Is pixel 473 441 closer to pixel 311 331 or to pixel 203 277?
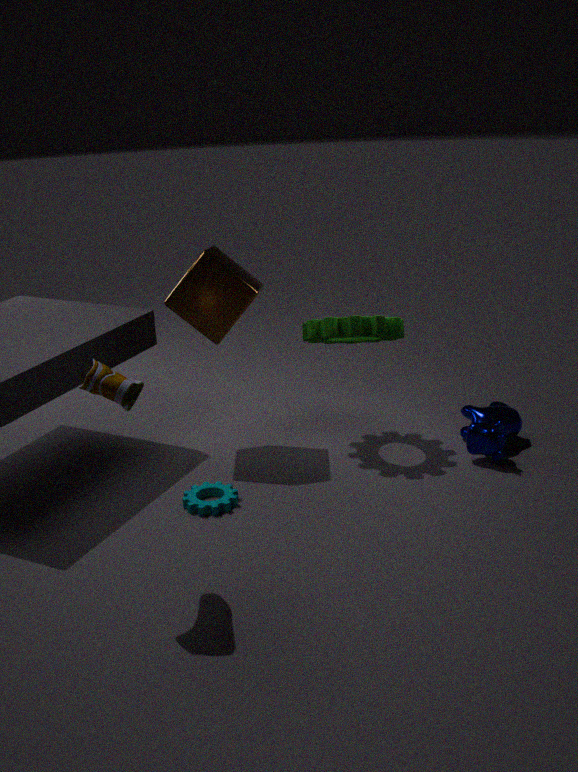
pixel 311 331
